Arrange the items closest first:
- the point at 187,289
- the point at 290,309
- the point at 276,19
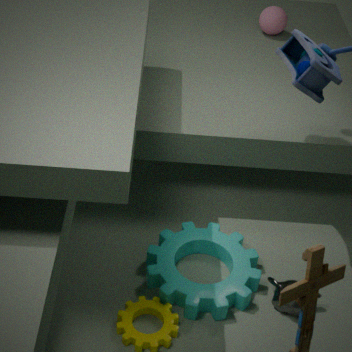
the point at 187,289, the point at 290,309, the point at 276,19
